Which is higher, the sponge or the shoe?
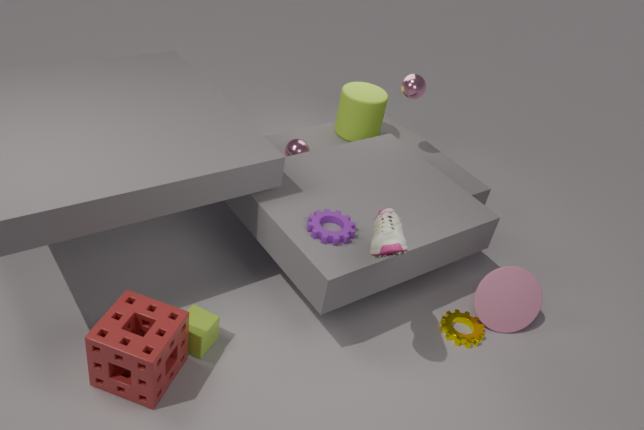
the shoe
